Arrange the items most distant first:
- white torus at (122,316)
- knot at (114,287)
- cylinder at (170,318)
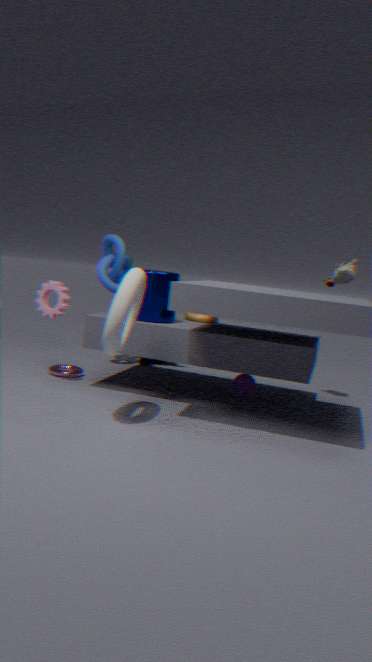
knot at (114,287) → cylinder at (170,318) → white torus at (122,316)
